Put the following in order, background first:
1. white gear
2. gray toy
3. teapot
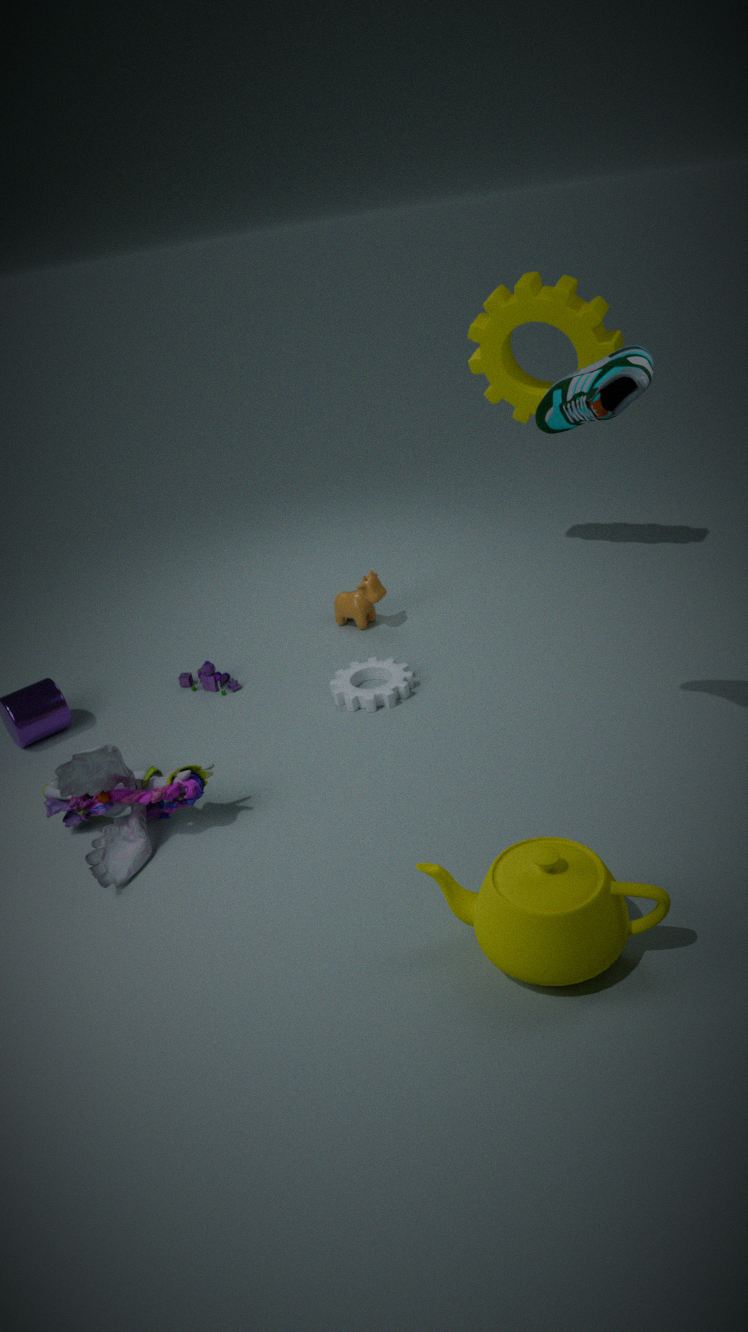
white gear
gray toy
teapot
